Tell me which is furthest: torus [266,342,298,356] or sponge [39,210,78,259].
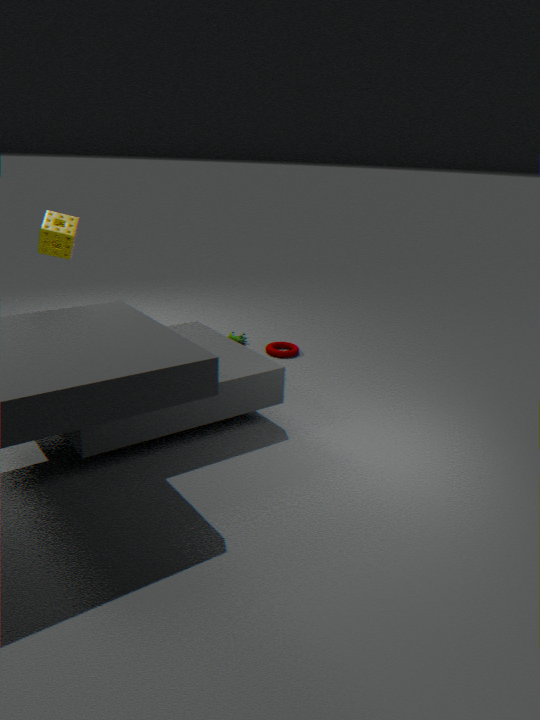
torus [266,342,298,356]
